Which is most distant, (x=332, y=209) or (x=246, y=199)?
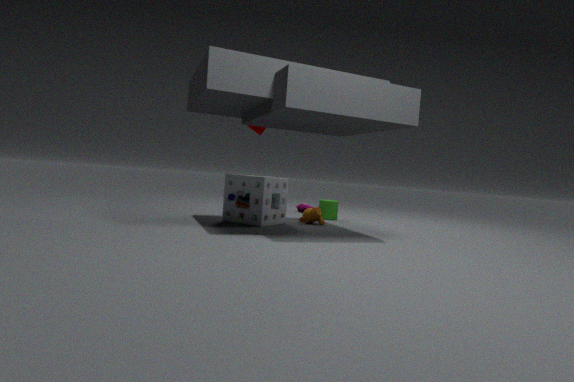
(x=332, y=209)
